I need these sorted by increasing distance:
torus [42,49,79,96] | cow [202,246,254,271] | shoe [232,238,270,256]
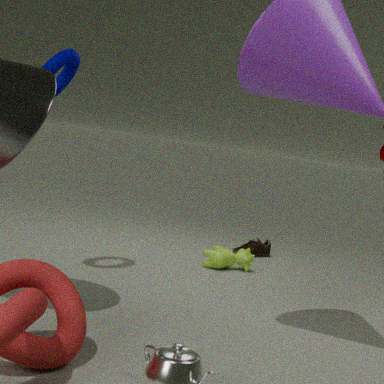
torus [42,49,79,96] < cow [202,246,254,271] < shoe [232,238,270,256]
